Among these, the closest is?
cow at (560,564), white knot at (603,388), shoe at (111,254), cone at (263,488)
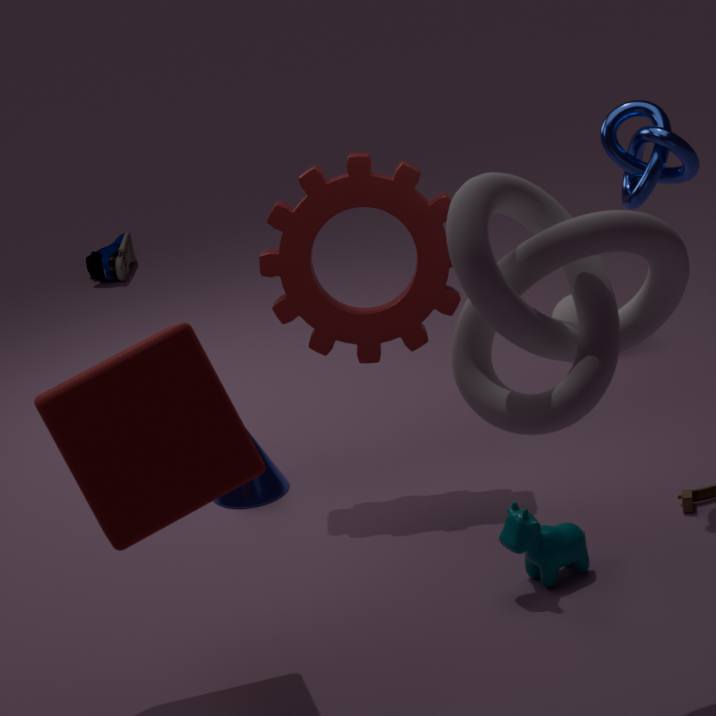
white knot at (603,388)
